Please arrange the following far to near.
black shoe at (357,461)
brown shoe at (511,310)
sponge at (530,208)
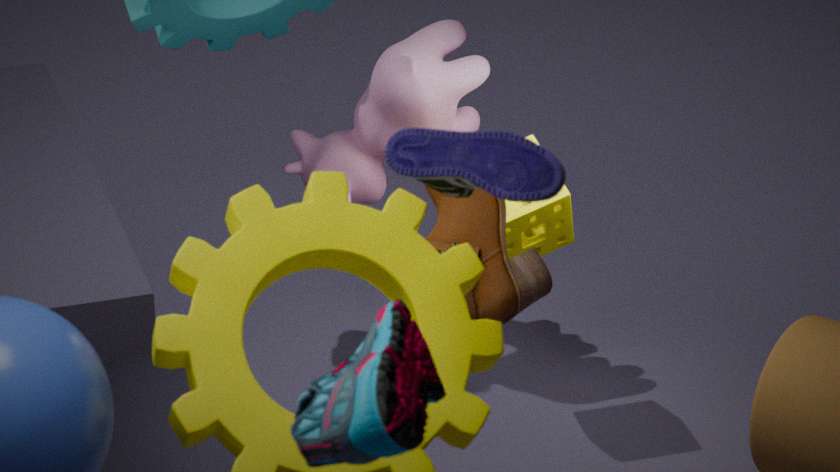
sponge at (530,208), brown shoe at (511,310), black shoe at (357,461)
